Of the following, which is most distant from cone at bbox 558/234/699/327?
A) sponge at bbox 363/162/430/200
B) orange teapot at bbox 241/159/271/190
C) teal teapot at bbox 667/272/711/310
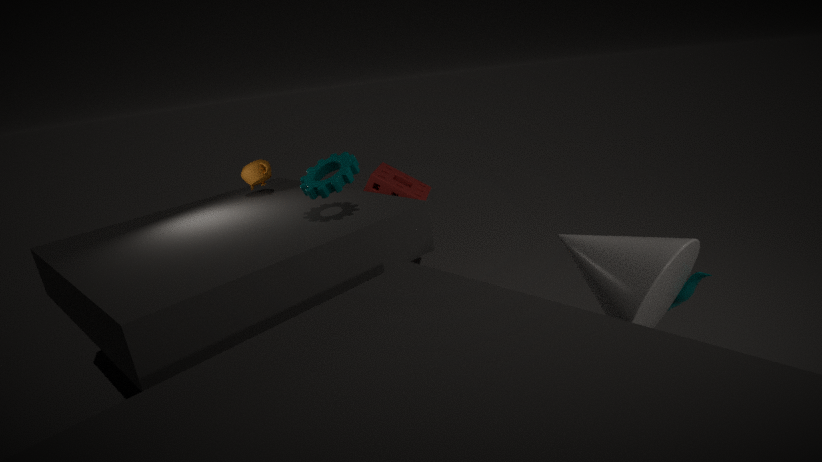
orange teapot at bbox 241/159/271/190
